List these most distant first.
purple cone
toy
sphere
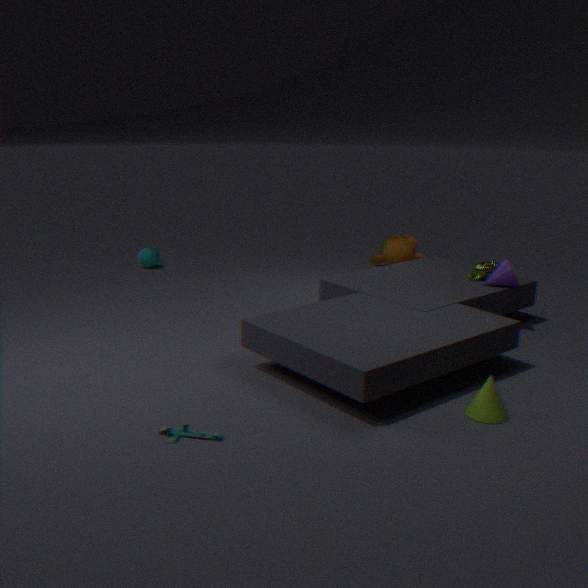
1. sphere
2. purple cone
3. toy
